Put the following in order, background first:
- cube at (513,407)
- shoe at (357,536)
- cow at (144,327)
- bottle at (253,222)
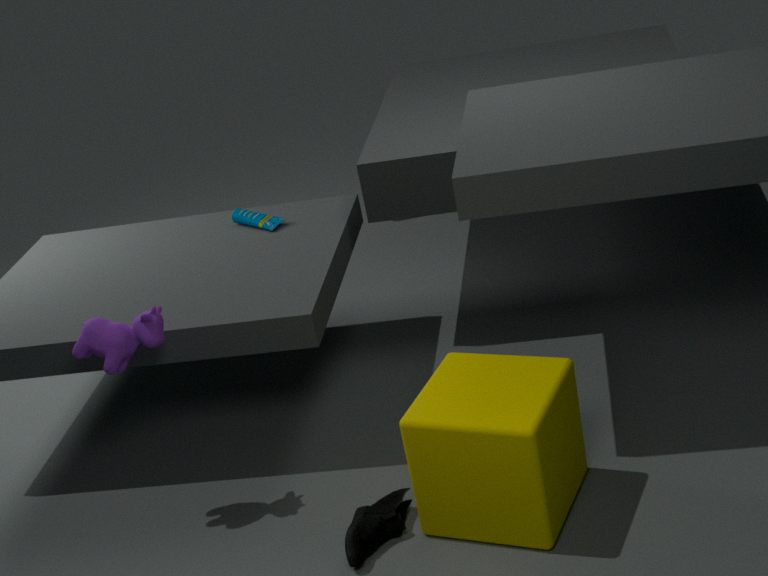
1. bottle at (253,222)
2. cow at (144,327)
3. shoe at (357,536)
4. cube at (513,407)
